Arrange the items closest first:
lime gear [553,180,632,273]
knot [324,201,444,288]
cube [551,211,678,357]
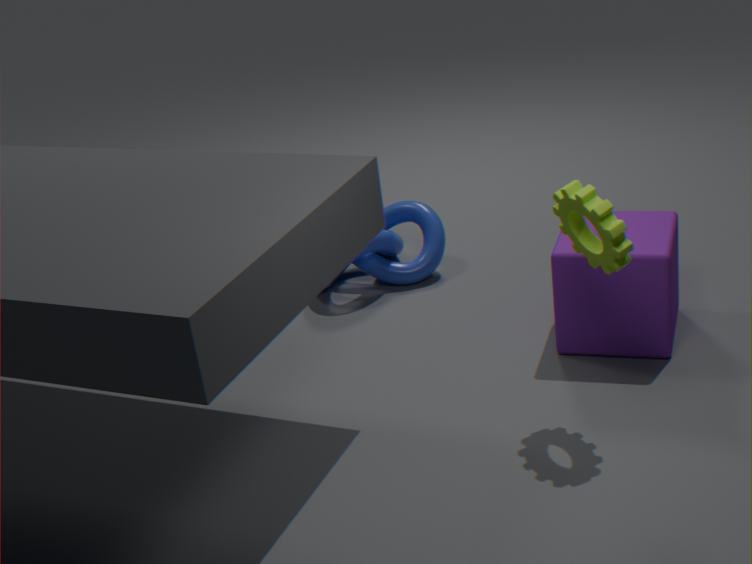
1. lime gear [553,180,632,273]
2. cube [551,211,678,357]
3. knot [324,201,444,288]
